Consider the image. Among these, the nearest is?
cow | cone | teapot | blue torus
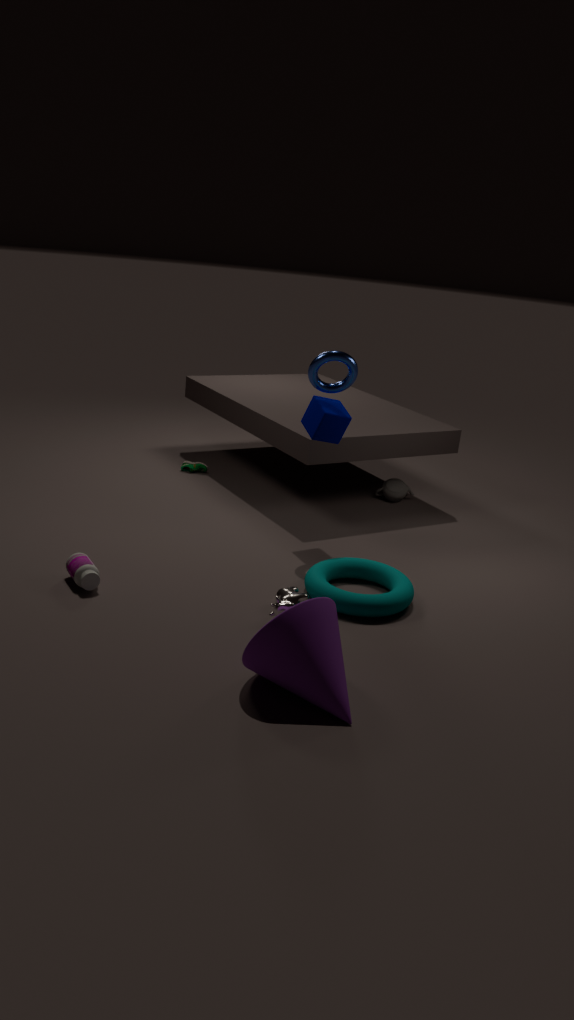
cone
